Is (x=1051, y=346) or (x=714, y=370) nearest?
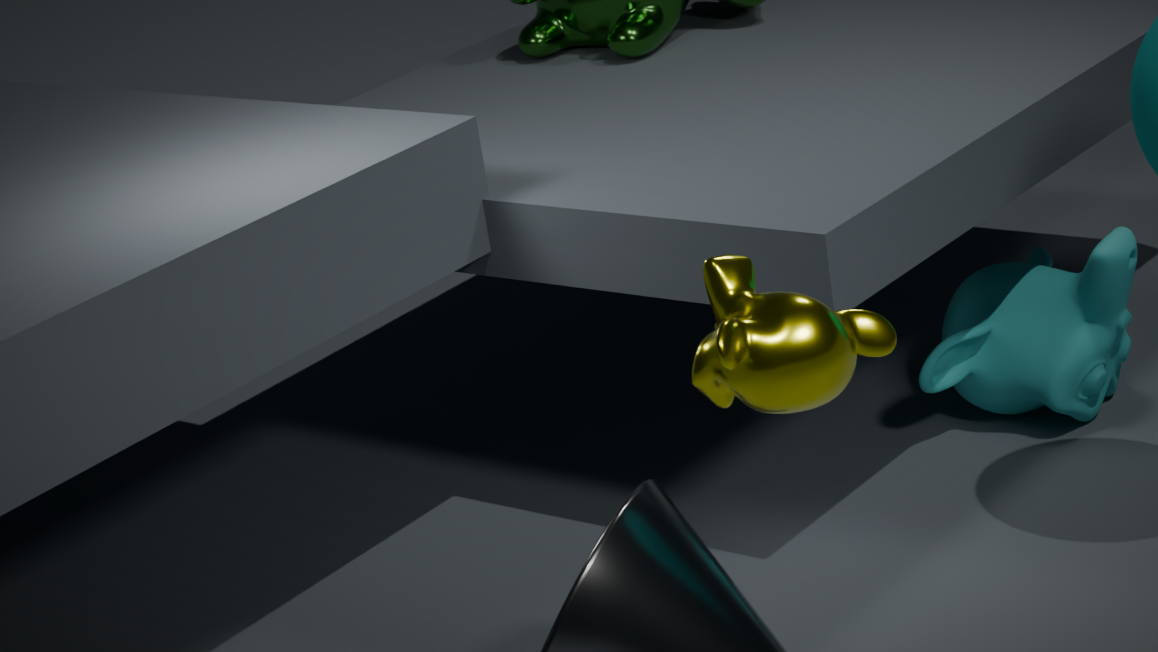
(x=714, y=370)
